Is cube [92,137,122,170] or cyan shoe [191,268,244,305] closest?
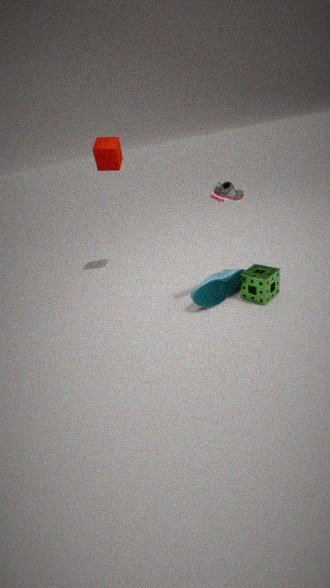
cyan shoe [191,268,244,305]
